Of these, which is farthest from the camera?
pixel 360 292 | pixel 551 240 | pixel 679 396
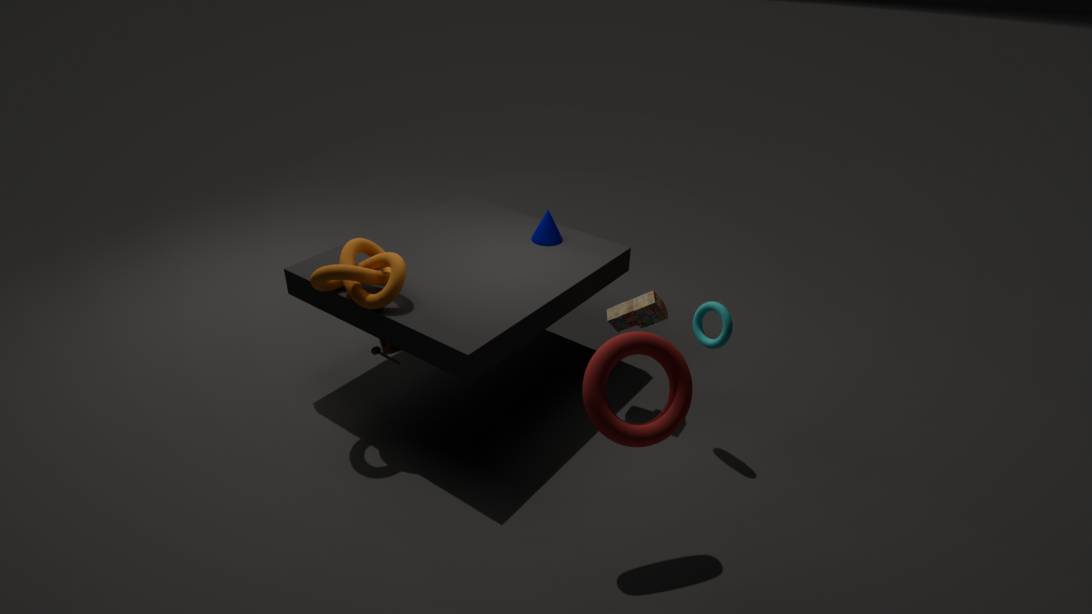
pixel 551 240
